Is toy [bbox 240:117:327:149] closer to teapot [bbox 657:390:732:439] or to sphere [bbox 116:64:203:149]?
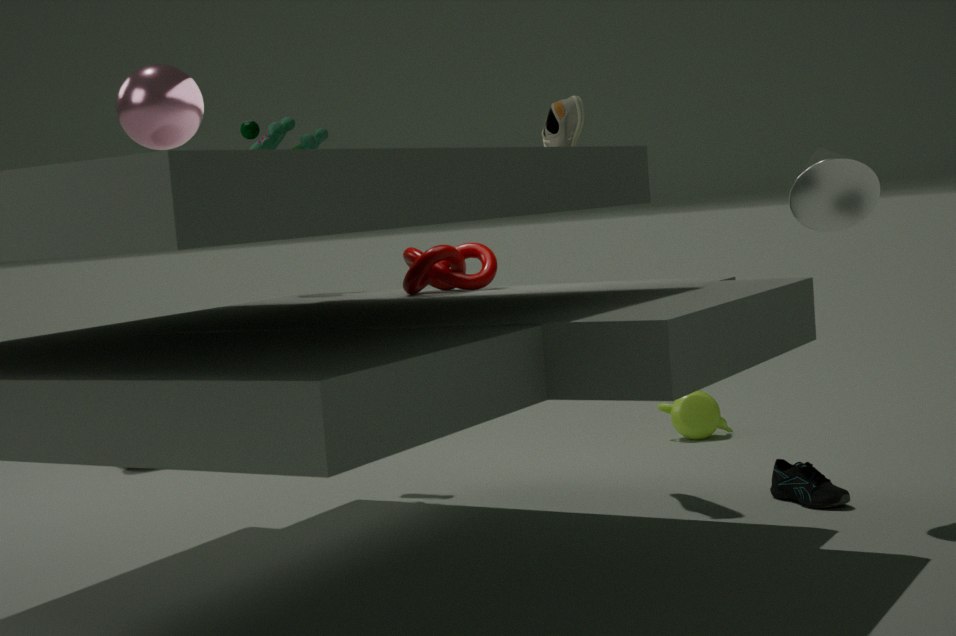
sphere [bbox 116:64:203:149]
